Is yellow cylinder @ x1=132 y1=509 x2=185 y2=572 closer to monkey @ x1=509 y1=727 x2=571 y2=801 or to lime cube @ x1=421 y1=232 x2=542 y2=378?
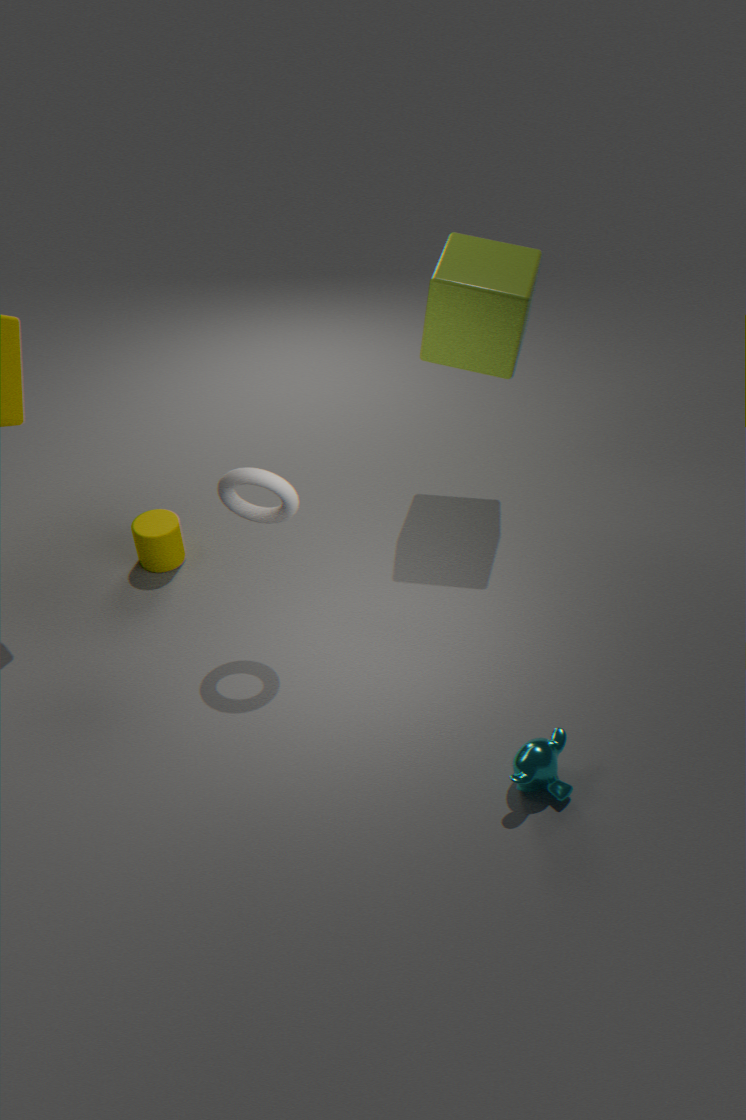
lime cube @ x1=421 y1=232 x2=542 y2=378
